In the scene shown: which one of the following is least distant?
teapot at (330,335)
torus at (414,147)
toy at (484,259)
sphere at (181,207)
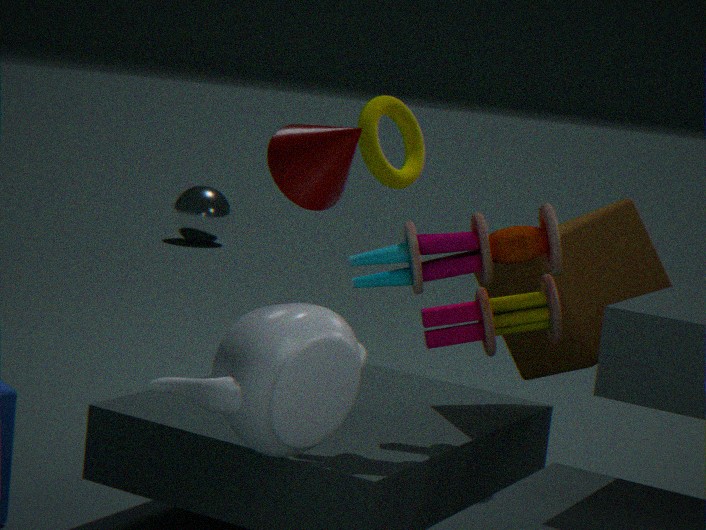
teapot at (330,335)
